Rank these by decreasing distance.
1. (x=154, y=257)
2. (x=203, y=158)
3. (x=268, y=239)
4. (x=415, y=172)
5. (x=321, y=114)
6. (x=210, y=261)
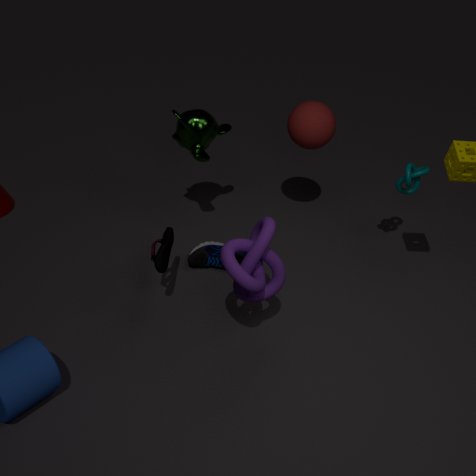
1. (x=210, y=261)
2. (x=321, y=114)
3. (x=203, y=158)
4. (x=415, y=172)
5. (x=154, y=257)
6. (x=268, y=239)
